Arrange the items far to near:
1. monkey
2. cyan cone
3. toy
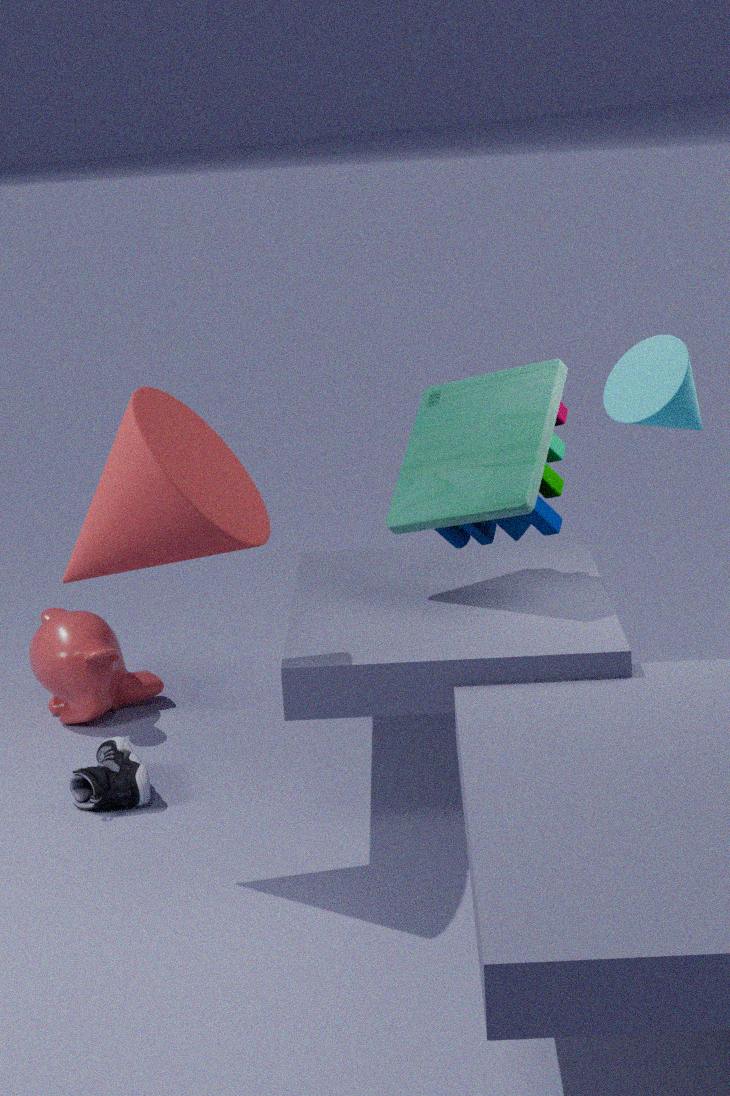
monkey, toy, cyan cone
